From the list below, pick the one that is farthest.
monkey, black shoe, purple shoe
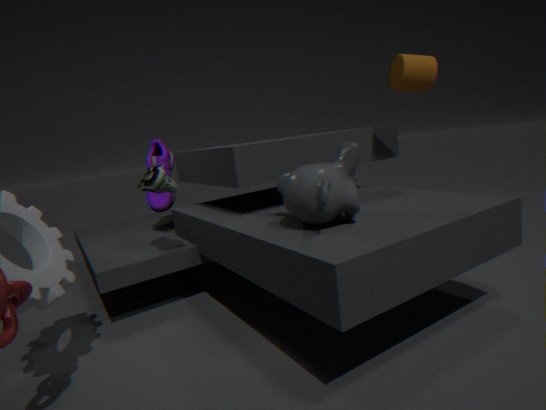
purple shoe
